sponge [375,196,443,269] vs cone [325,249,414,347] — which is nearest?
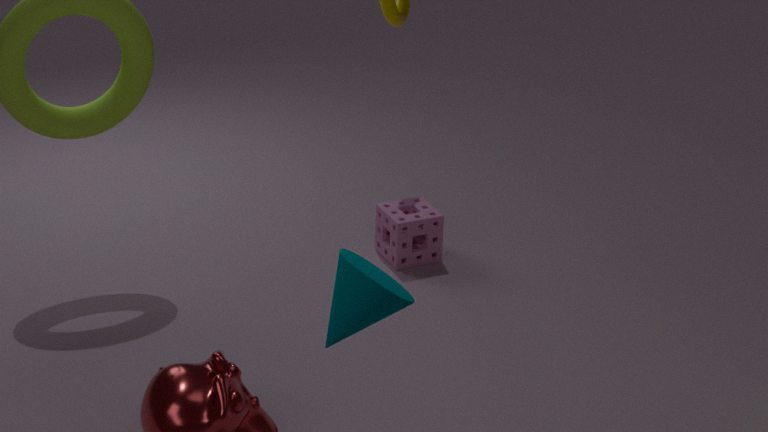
cone [325,249,414,347]
